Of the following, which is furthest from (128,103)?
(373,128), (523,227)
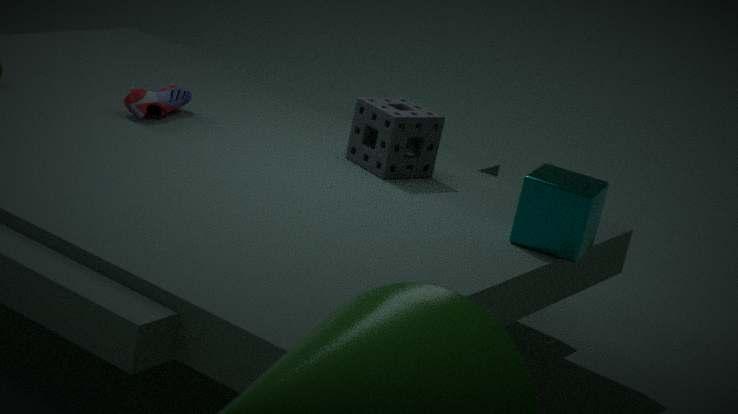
(523,227)
